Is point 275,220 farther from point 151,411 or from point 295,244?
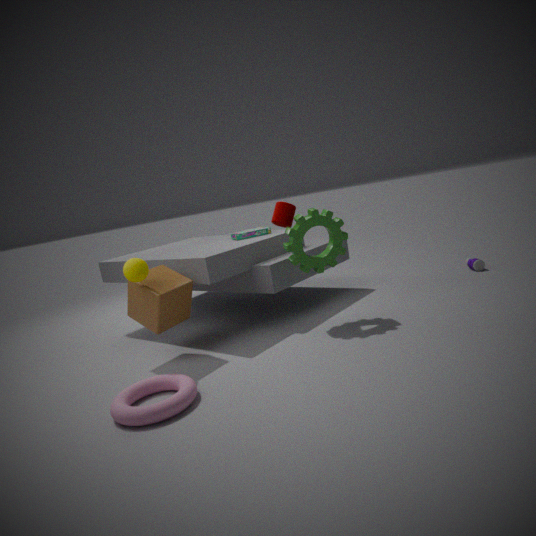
point 151,411
